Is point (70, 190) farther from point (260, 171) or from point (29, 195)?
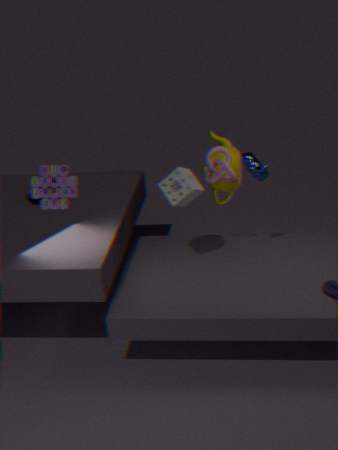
point (260, 171)
